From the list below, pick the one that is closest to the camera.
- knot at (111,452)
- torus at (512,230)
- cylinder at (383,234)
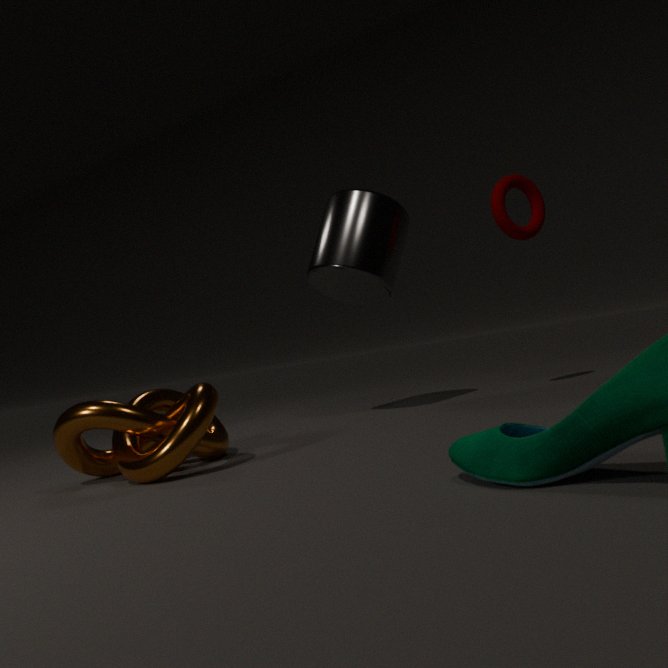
knot at (111,452)
